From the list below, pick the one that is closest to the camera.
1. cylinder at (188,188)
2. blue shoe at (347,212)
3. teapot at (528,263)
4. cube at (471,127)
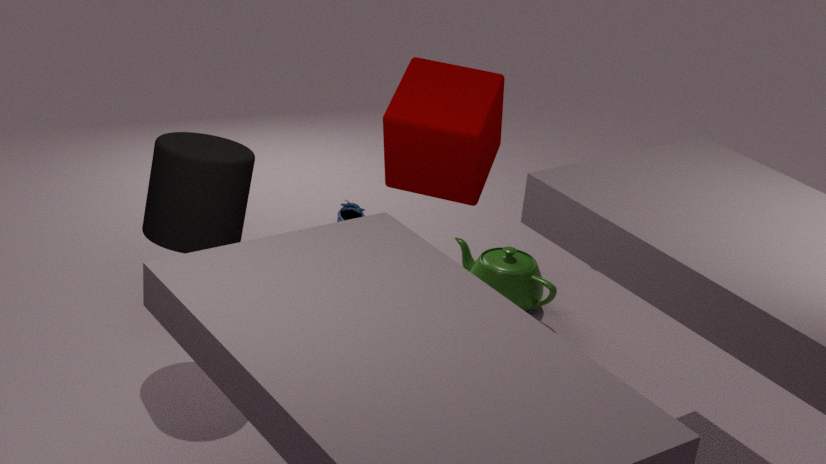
cylinder at (188,188)
